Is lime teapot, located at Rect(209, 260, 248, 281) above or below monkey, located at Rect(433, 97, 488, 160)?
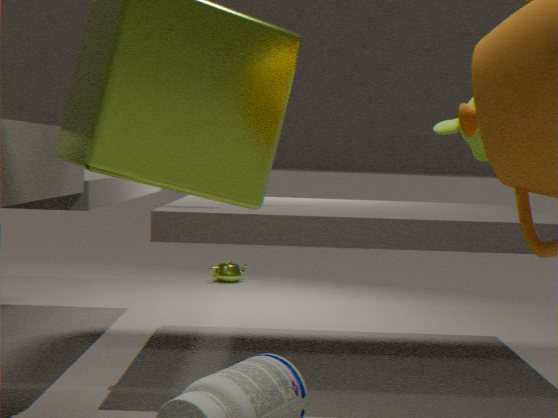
below
